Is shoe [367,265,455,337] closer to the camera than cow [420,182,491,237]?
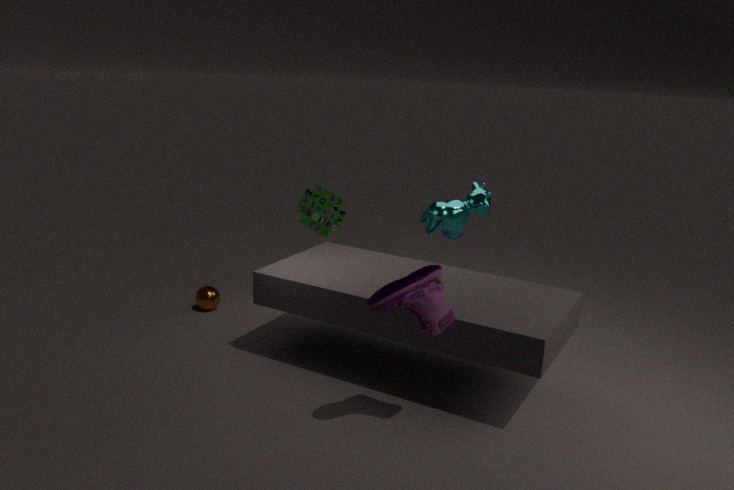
Yes
